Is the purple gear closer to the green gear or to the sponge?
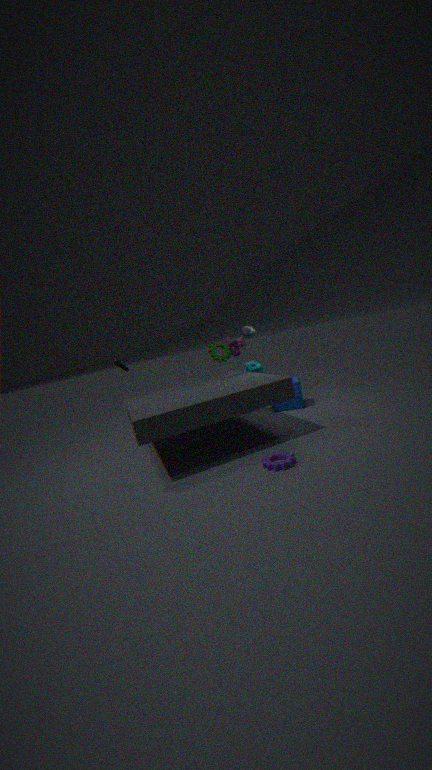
the green gear
